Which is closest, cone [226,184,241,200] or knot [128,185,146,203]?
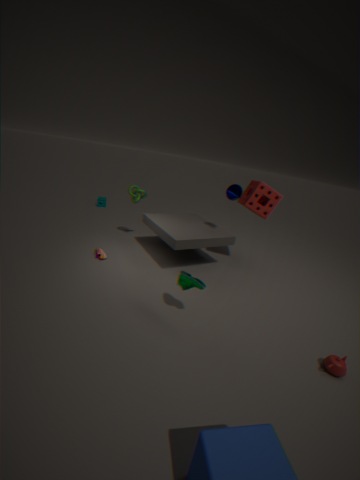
cone [226,184,241,200]
